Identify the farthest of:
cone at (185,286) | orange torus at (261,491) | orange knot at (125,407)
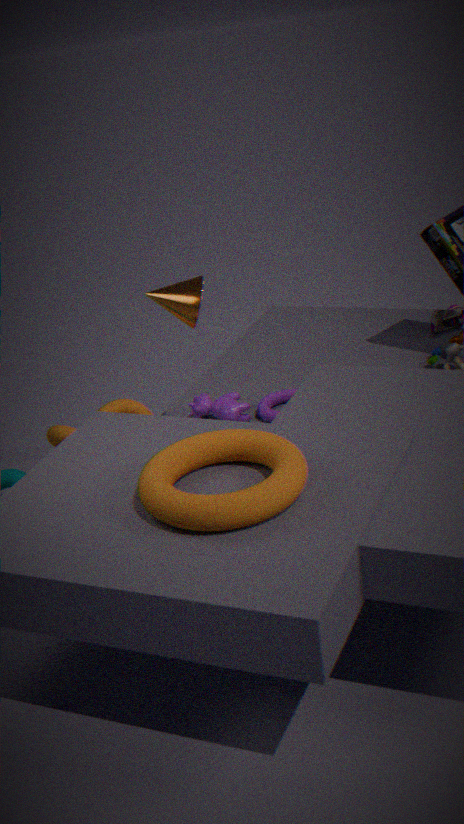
orange knot at (125,407)
